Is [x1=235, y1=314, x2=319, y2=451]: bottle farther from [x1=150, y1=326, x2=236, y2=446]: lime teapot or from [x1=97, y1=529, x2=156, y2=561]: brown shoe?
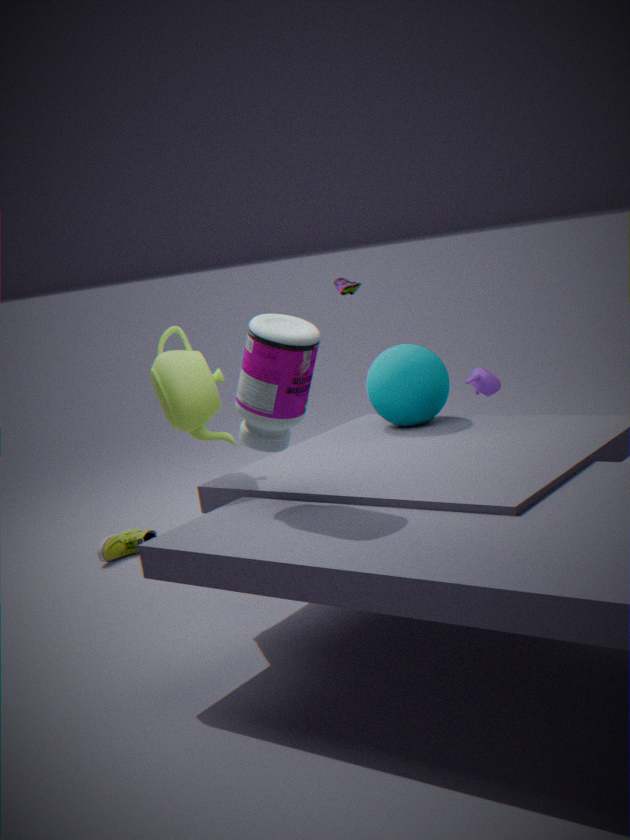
[x1=97, y1=529, x2=156, y2=561]: brown shoe
